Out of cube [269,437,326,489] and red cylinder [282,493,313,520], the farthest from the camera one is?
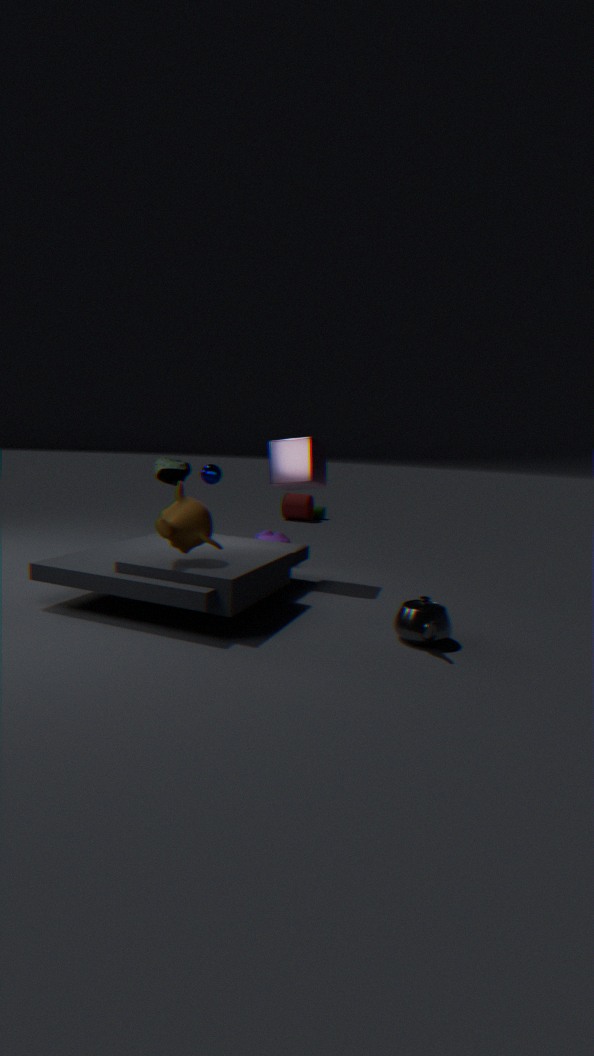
red cylinder [282,493,313,520]
